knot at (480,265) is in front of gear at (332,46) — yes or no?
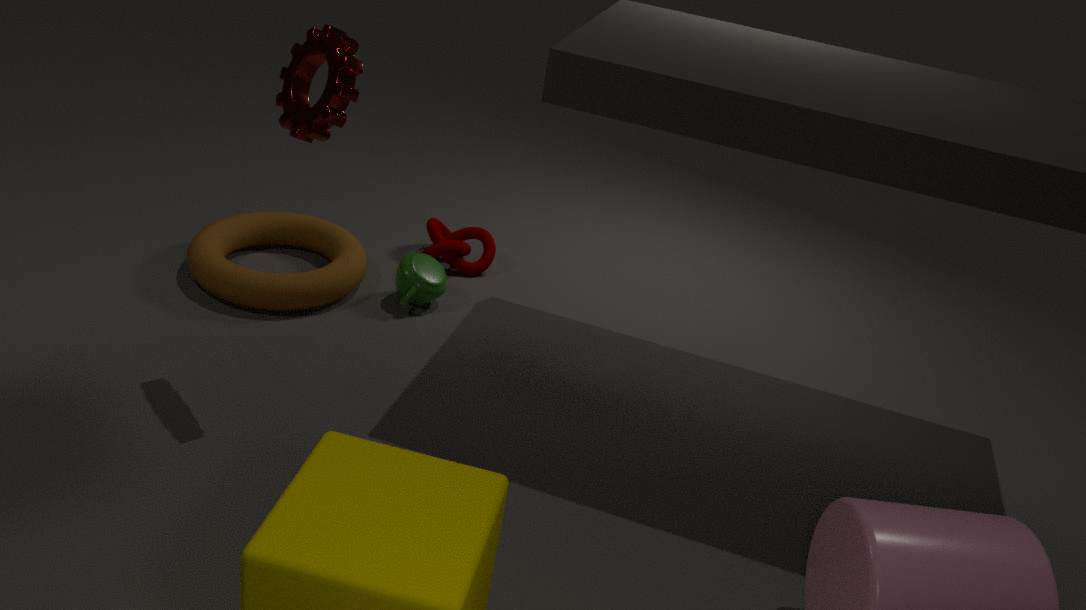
No
